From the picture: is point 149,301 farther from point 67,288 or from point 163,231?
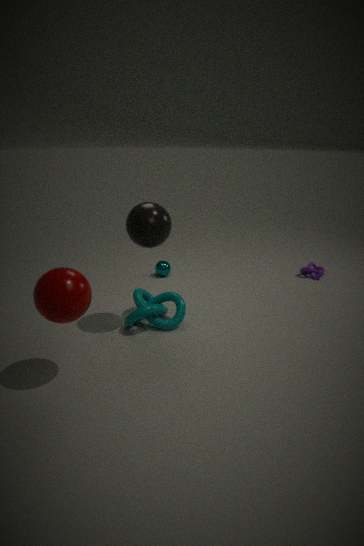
point 67,288
